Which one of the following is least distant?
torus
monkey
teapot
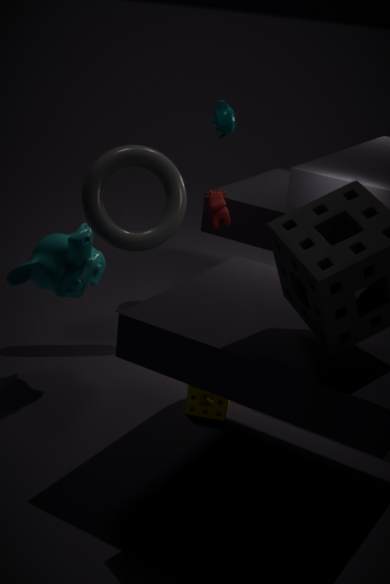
monkey
